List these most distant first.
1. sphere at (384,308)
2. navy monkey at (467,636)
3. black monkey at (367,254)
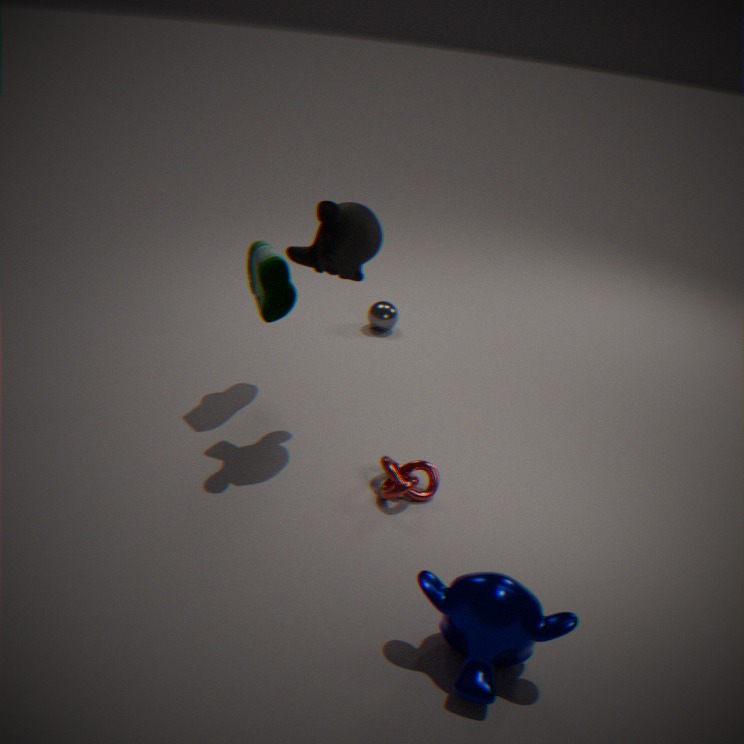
1. sphere at (384,308)
2. black monkey at (367,254)
3. navy monkey at (467,636)
